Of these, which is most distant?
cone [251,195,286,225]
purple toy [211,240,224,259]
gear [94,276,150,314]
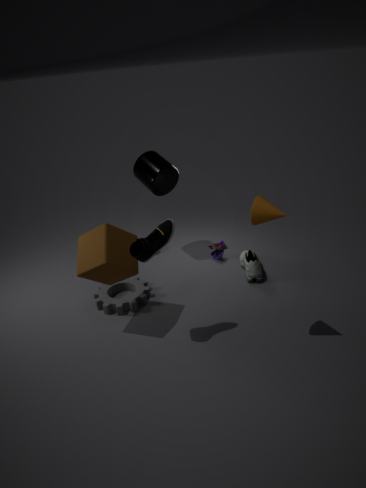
purple toy [211,240,224,259]
